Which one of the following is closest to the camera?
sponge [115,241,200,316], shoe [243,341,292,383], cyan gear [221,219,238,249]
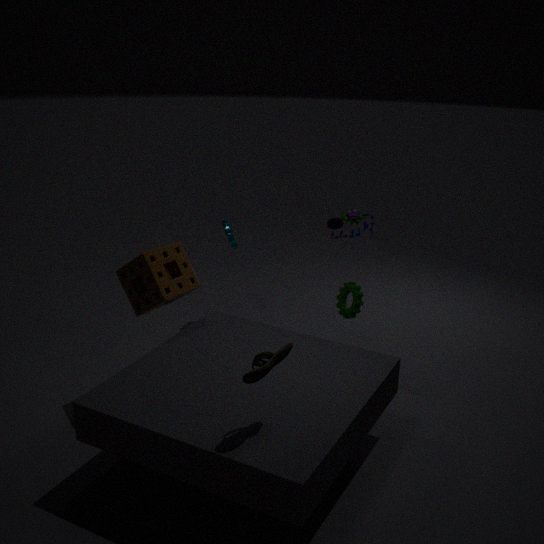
shoe [243,341,292,383]
